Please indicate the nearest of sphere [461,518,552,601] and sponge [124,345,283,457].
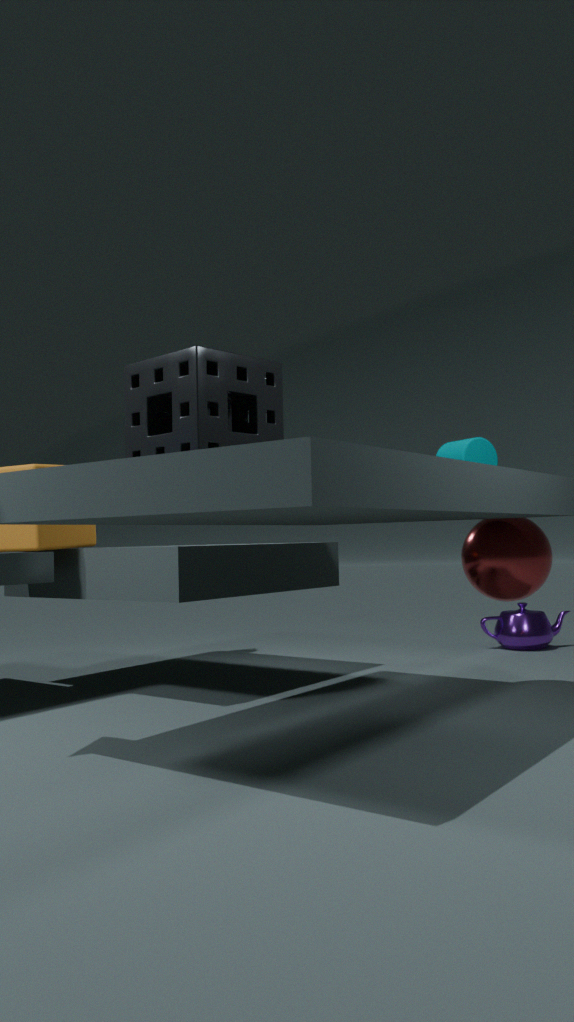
sponge [124,345,283,457]
